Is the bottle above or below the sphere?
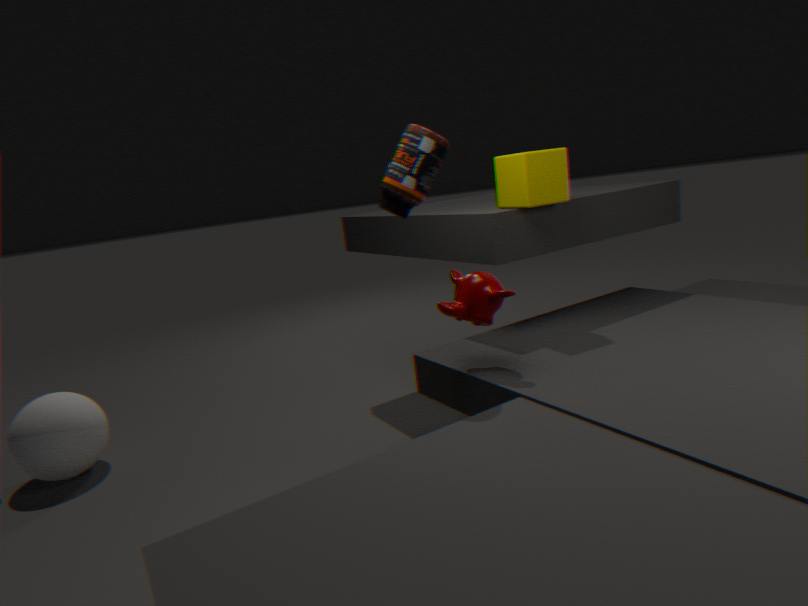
→ above
